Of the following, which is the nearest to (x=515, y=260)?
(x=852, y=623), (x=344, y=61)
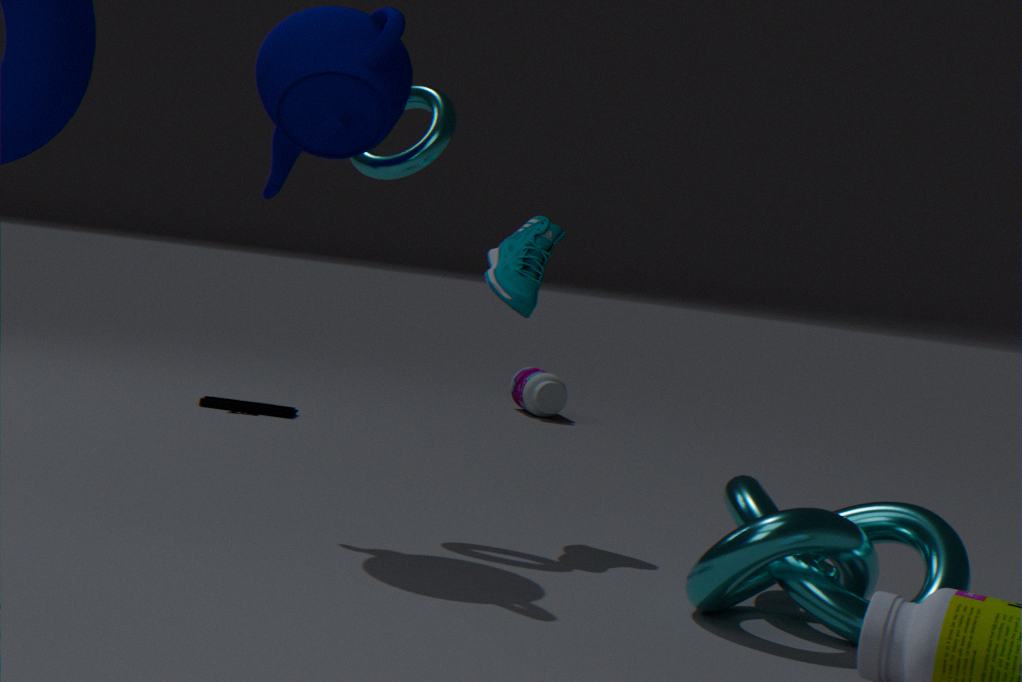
(x=344, y=61)
